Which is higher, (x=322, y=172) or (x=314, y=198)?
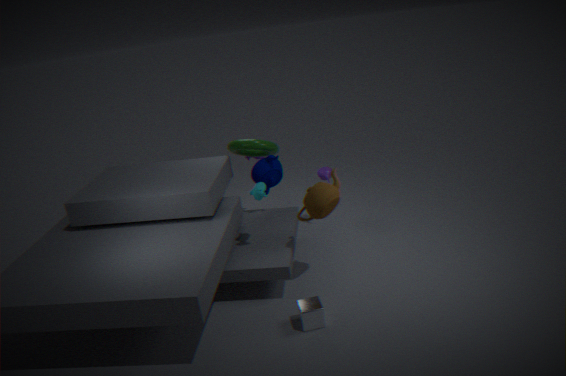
(x=314, y=198)
